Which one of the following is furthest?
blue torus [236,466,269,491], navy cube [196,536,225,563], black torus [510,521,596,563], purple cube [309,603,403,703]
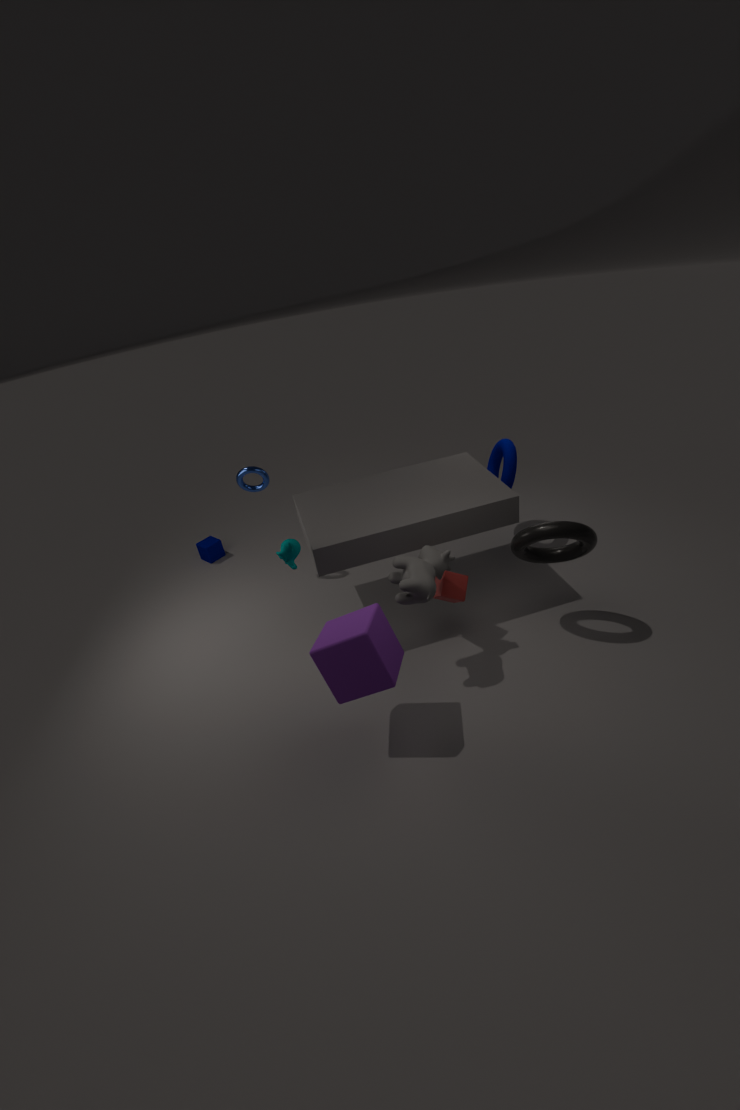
navy cube [196,536,225,563]
